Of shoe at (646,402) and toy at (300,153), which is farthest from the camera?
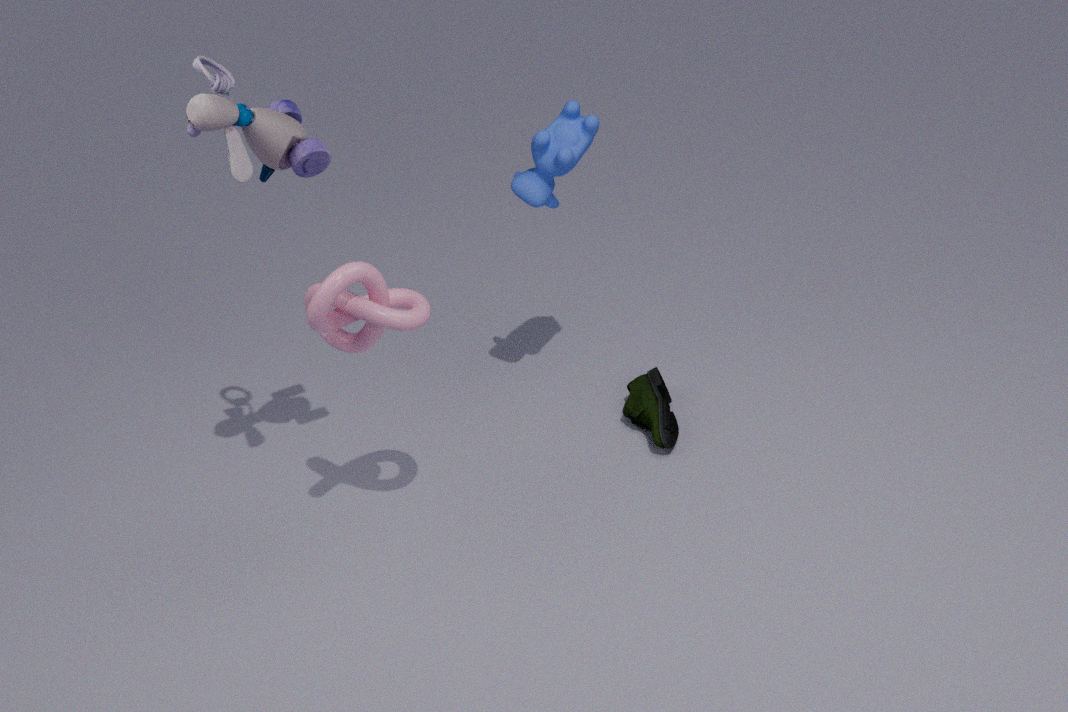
shoe at (646,402)
